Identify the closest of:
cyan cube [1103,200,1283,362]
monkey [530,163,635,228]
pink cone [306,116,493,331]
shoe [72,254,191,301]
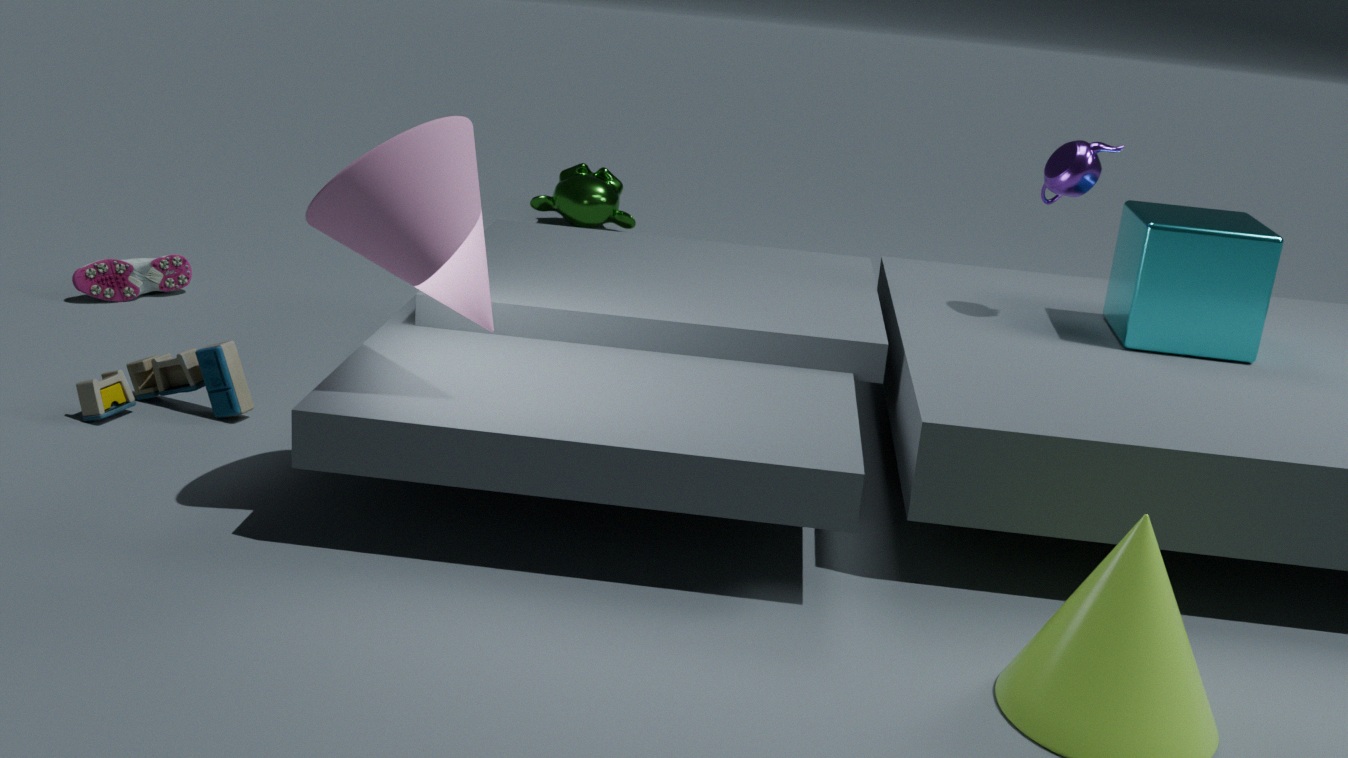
pink cone [306,116,493,331]
